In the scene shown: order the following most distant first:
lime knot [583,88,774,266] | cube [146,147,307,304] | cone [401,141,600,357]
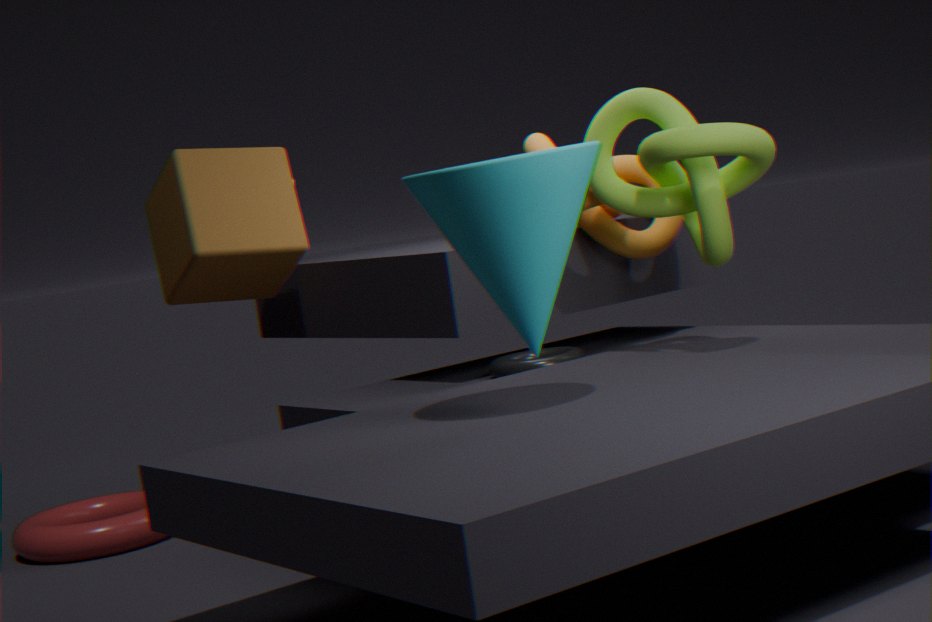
cube [146,147,307,304] → lime knot [583,88,774,266] → cone [401,141,600,357]
